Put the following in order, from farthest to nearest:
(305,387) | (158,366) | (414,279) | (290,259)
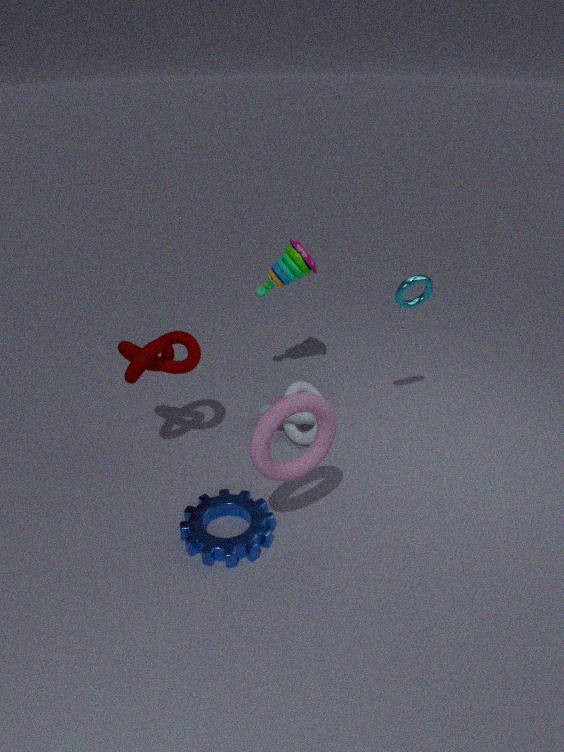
(305,387)
(290,259)
(414,279)
(158,366)
